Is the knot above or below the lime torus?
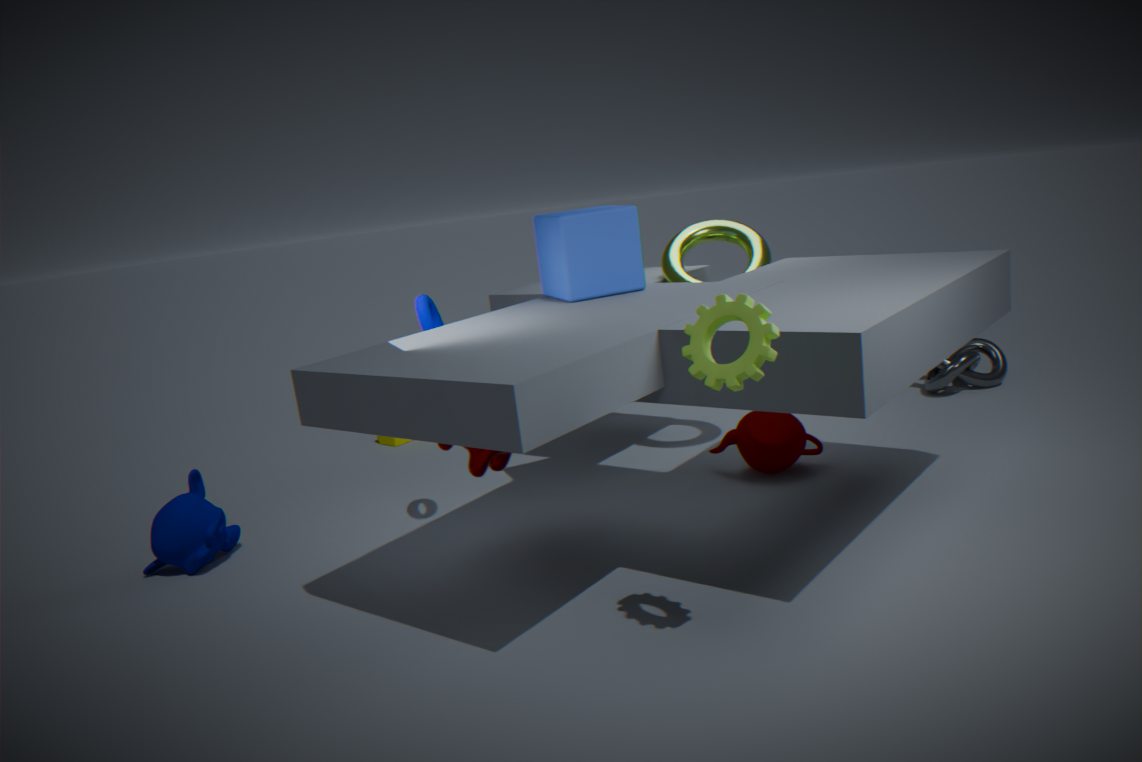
below
